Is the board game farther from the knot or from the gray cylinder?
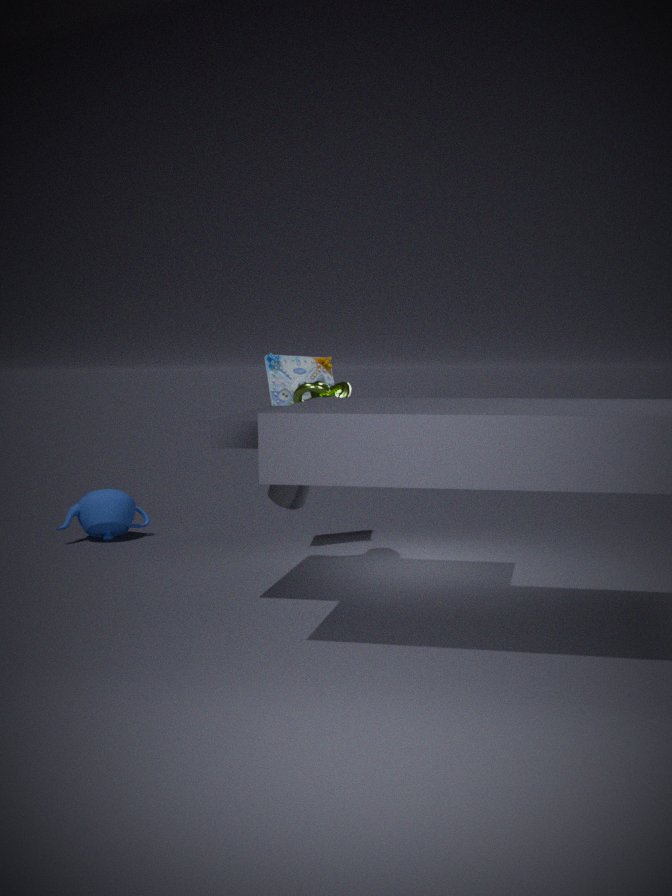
the gray cylinder
